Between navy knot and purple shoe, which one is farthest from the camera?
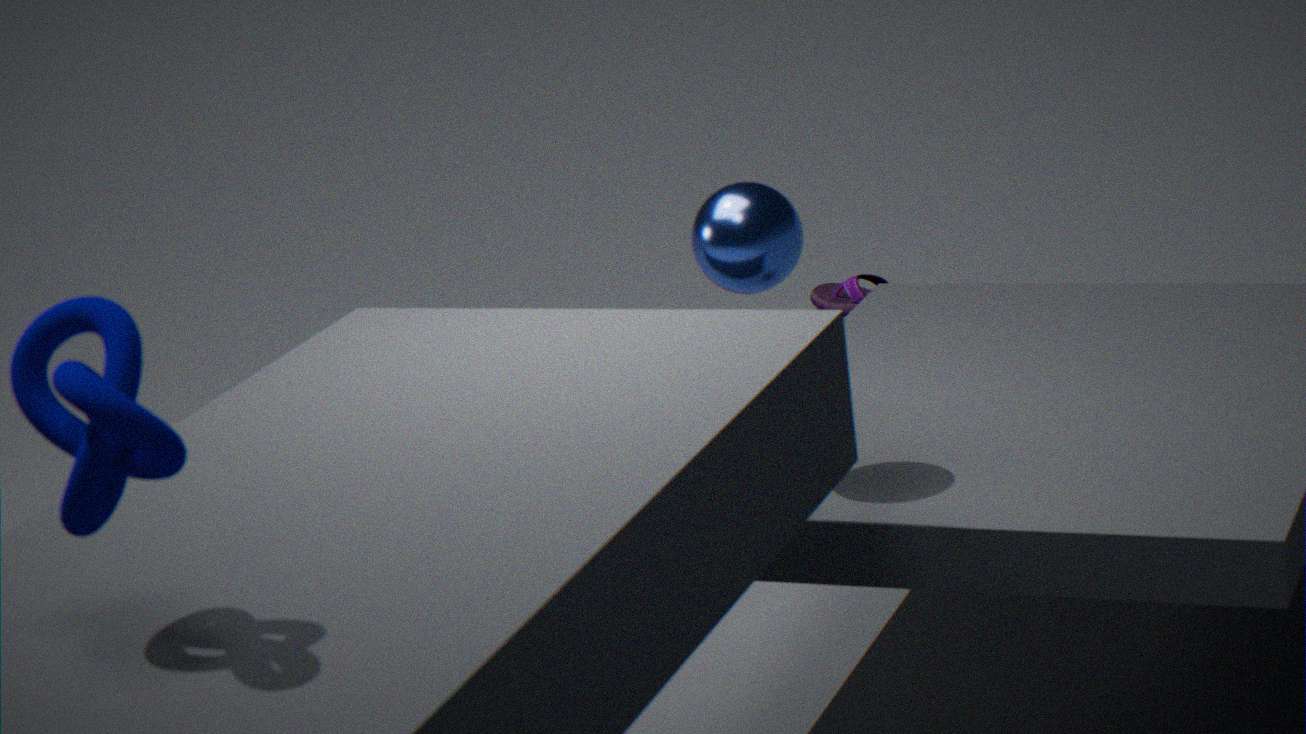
purple shoe
